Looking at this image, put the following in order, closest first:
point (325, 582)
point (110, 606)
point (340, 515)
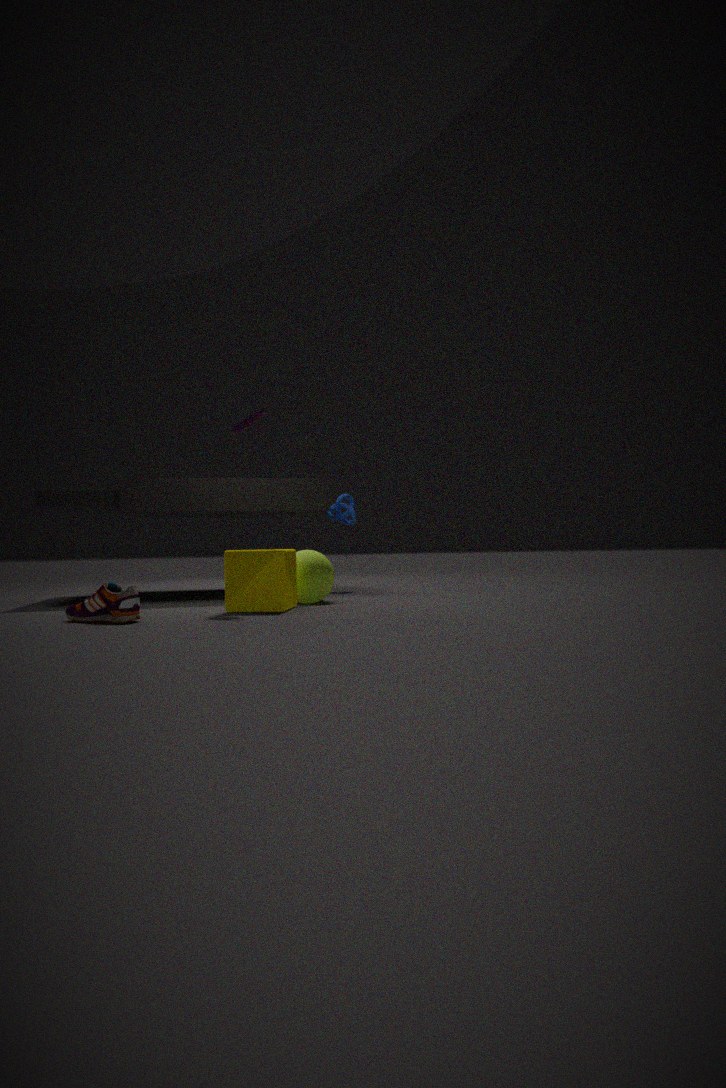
1. point (110, 606)
2. point (325, 582)
3. point (340, 515)
